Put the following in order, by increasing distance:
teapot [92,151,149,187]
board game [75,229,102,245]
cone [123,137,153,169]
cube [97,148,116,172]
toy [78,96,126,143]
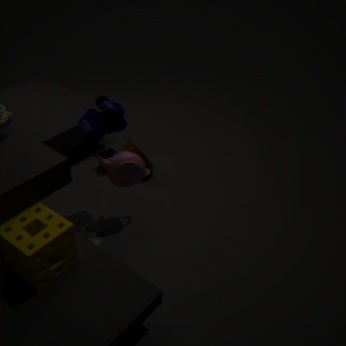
toy [78,96,126,143] < teapot [92,151,149,187] < board game [75,229,102,245] < cone [123,137,153,169] < cube [97,148,116,172]
